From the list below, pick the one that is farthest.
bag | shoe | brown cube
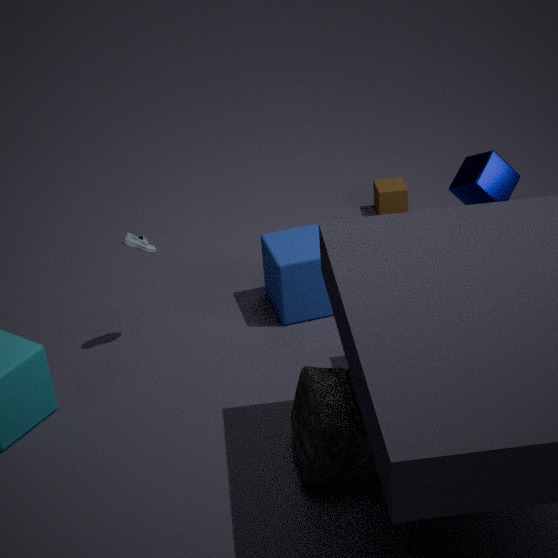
brown cube
